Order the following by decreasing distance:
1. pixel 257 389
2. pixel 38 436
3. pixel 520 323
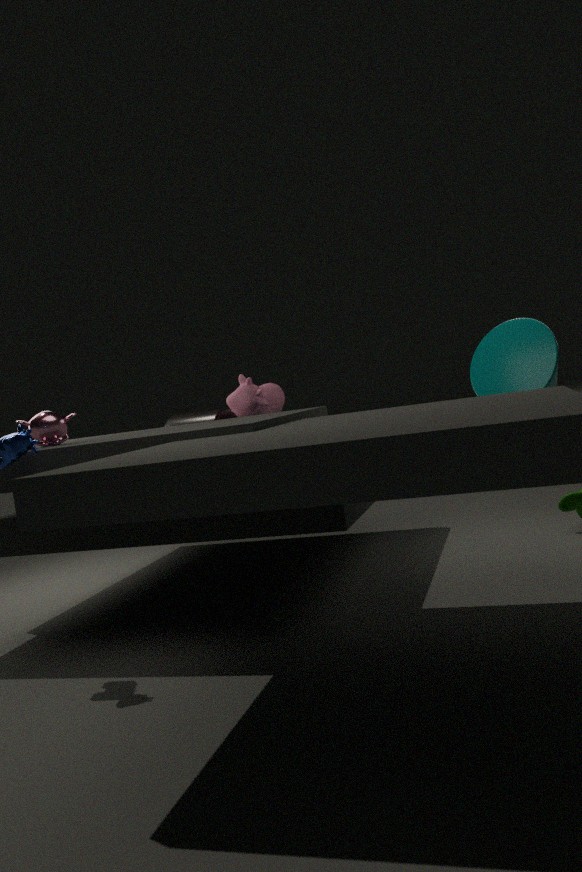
pixel 257 389, pixel 520 323, pixel 38 436
